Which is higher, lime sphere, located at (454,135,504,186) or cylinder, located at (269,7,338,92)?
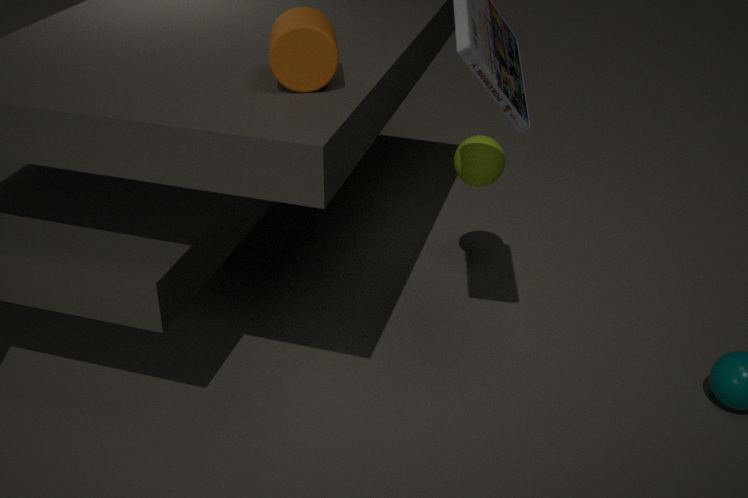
cylinder, located at (269,7,338,92)
